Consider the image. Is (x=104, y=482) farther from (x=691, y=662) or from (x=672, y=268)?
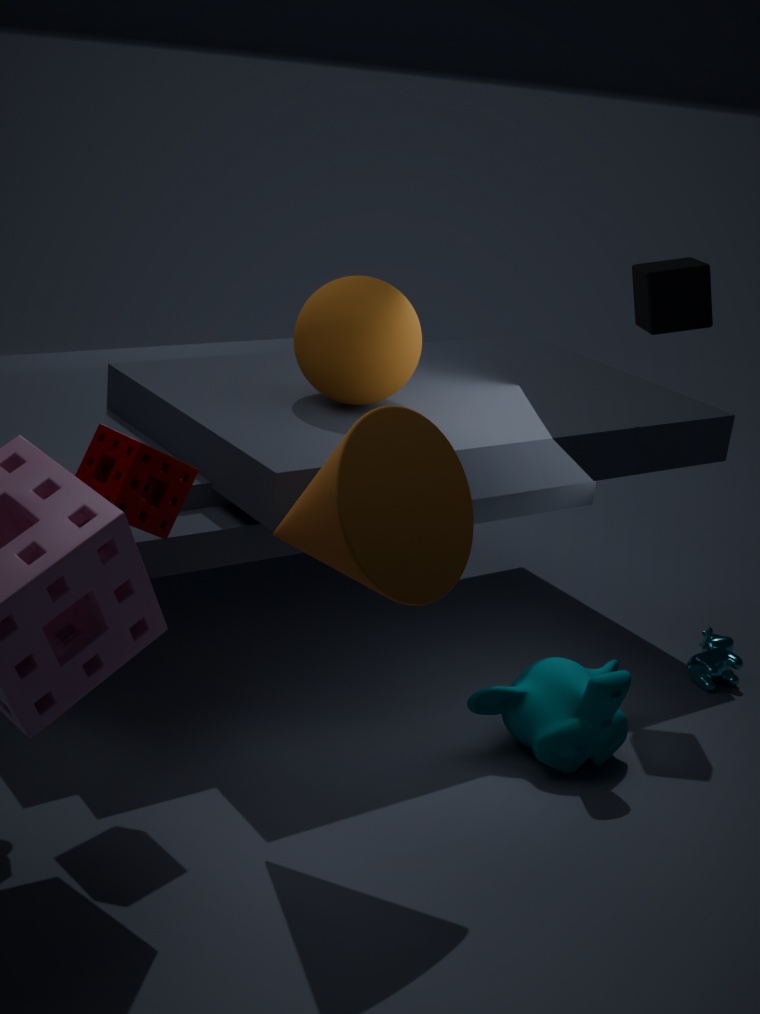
(x=691, y=662)
